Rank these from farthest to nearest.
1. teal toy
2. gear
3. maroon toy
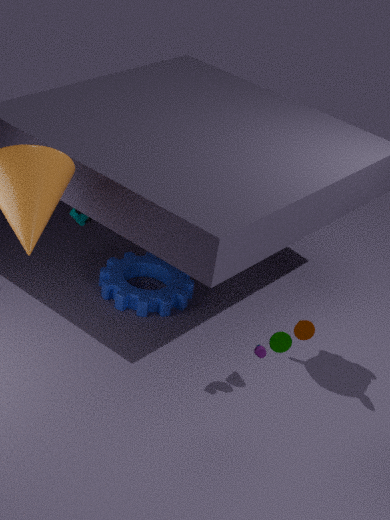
1. teal toy
2. gear
3. maroon toy
